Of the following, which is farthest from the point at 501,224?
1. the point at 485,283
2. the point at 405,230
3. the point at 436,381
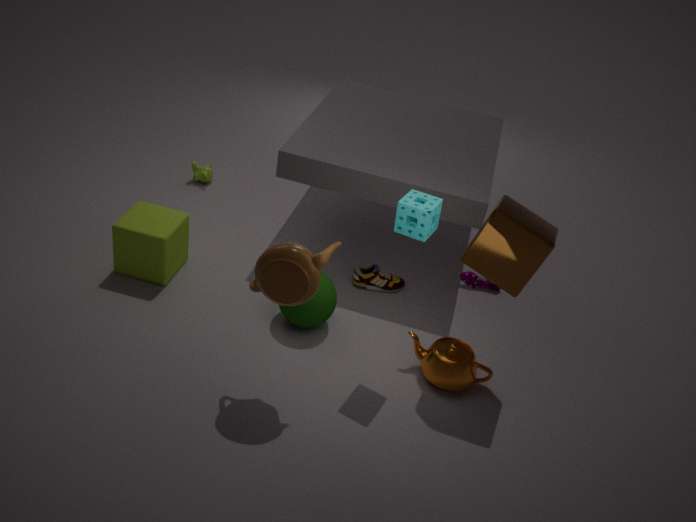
the point at 485,283
